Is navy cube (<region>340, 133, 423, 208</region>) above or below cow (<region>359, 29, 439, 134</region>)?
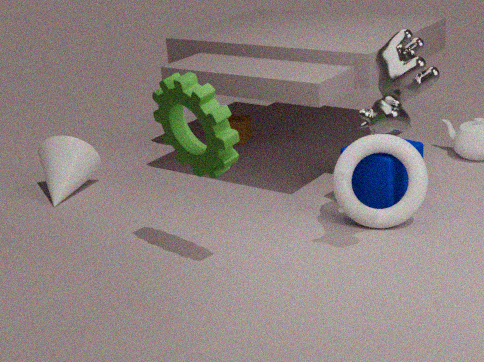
below
